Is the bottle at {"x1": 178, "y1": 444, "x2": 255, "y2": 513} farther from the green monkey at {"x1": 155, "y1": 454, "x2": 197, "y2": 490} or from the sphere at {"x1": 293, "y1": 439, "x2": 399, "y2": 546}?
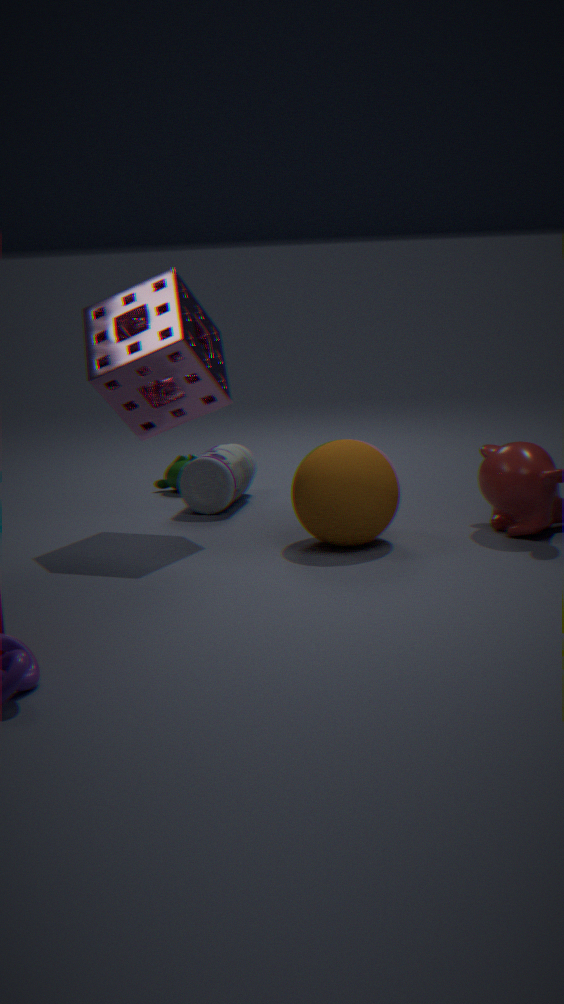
the sphere at {"x1": 293, "y1": 439, "x2": 399, "y2": 546}
